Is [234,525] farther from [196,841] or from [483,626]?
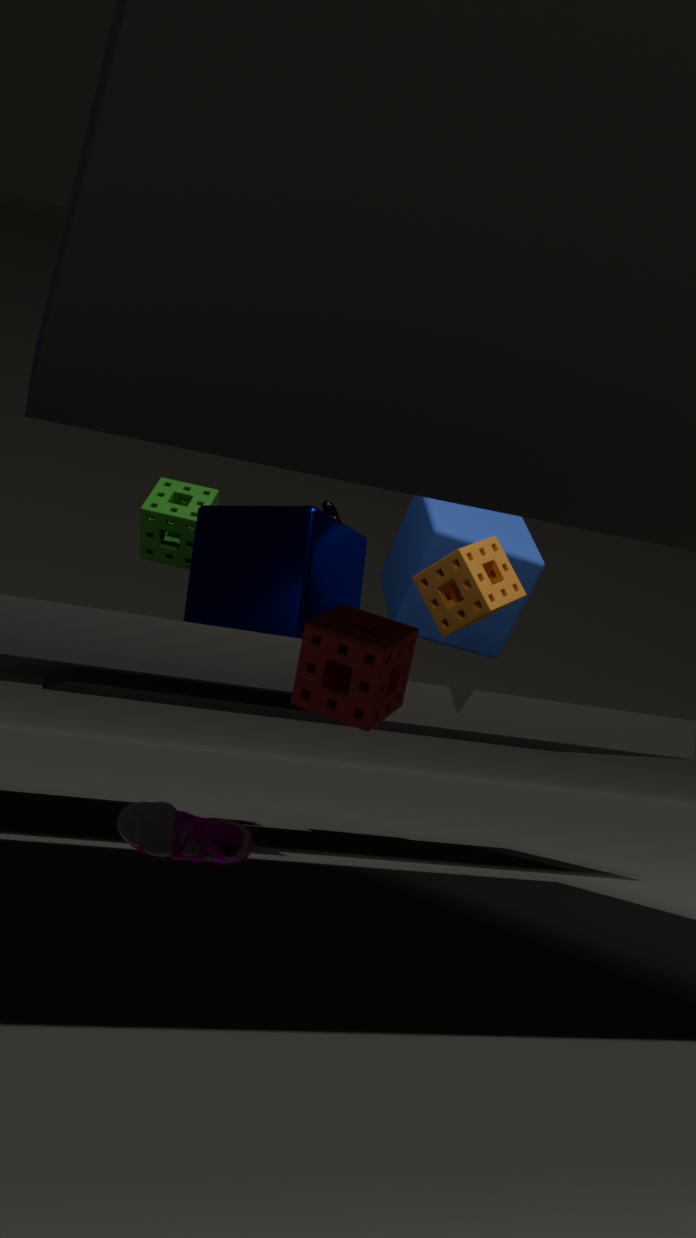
[196,841]
